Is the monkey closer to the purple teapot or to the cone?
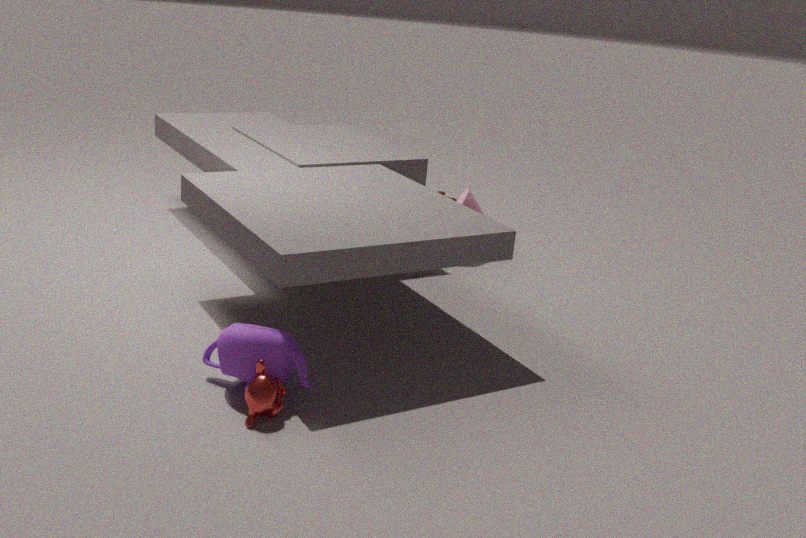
the purple teapot
